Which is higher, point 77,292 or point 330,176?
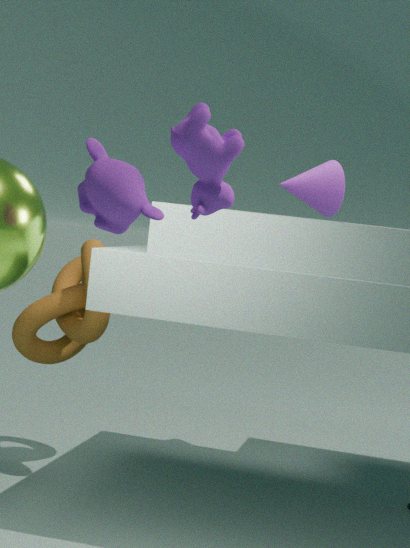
point 330,176
